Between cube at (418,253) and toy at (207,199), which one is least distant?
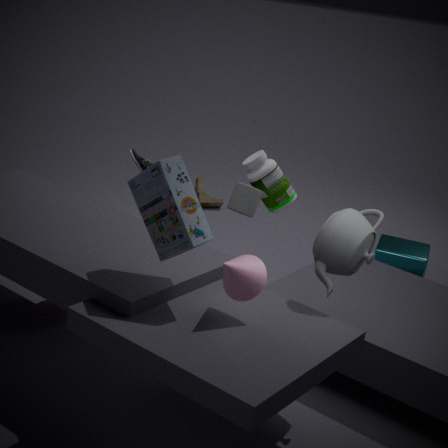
cube at (418,253)
